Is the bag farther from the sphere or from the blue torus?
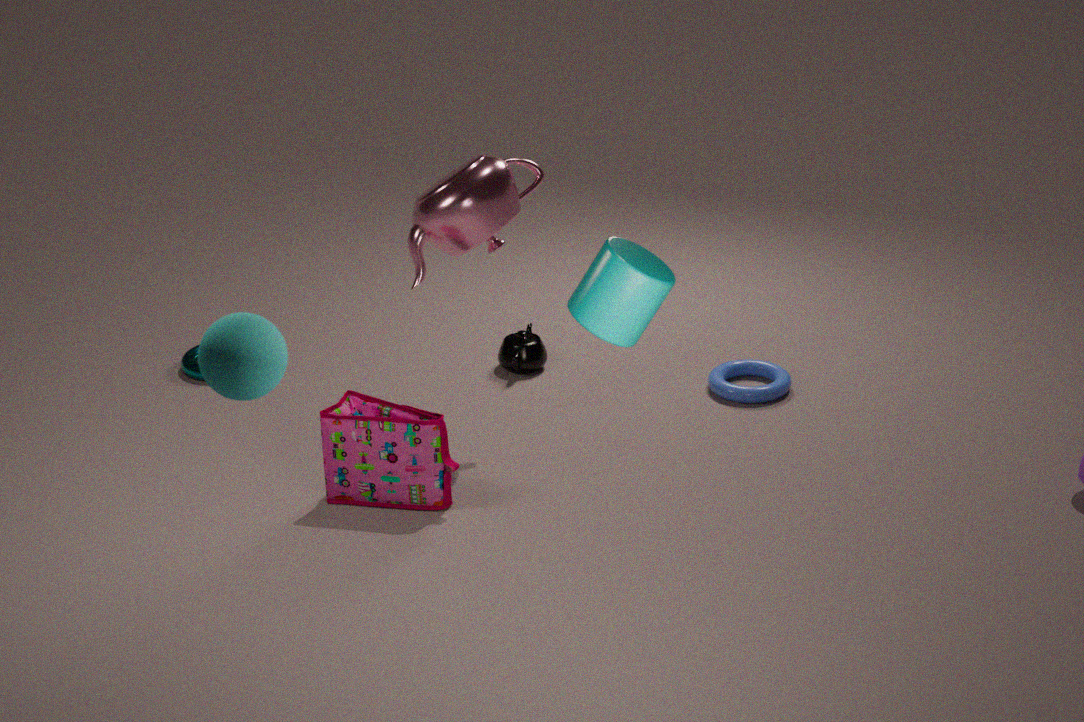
the sphere
